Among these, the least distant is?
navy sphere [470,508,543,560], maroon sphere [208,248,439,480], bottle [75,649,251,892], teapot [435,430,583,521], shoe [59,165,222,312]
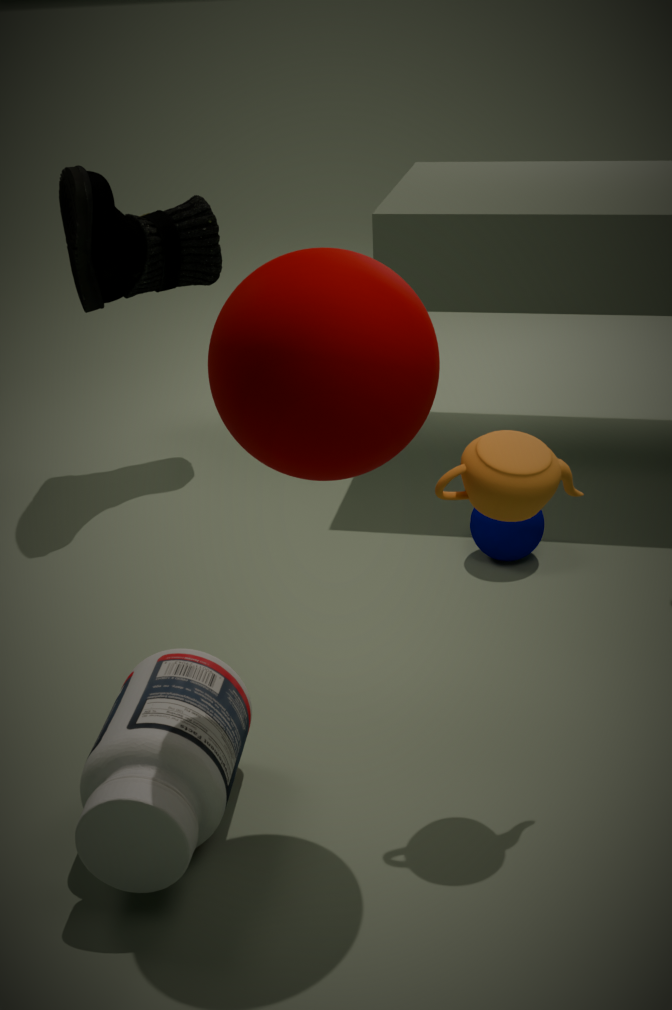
maroon sphere [208,248,439,480]
